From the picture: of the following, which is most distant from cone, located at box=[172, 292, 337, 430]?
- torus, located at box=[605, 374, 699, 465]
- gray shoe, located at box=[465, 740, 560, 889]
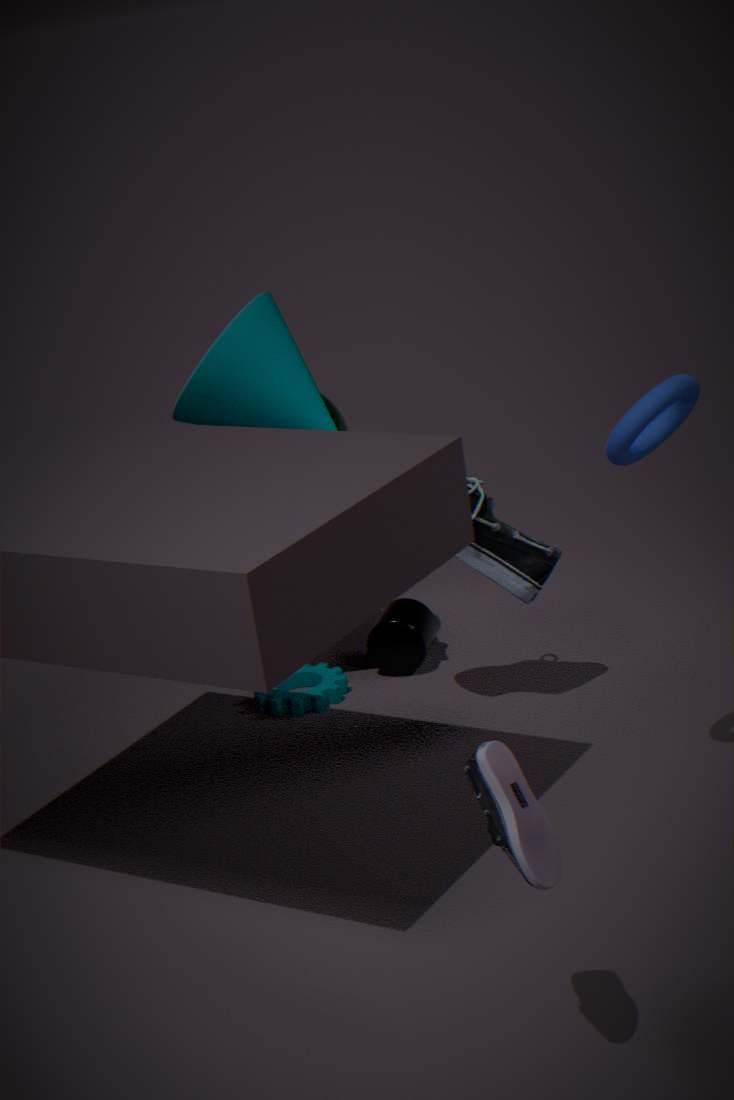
gray shoe, located at box=[465, 740, 560, 889]
